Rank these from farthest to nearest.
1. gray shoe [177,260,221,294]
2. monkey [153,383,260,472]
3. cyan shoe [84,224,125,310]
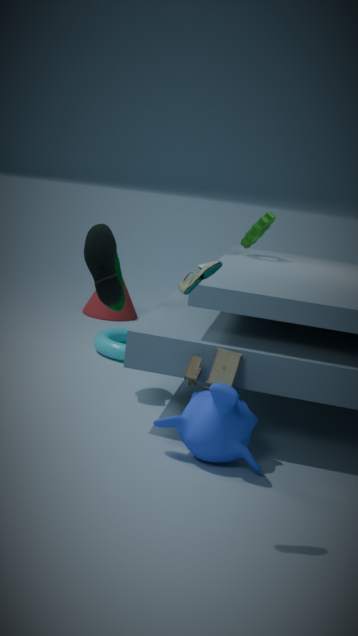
1. cyan shoe [84,224,125,310]
2. monkey [153,383,260,472]
3. gray shoe [177,260,221,294]
